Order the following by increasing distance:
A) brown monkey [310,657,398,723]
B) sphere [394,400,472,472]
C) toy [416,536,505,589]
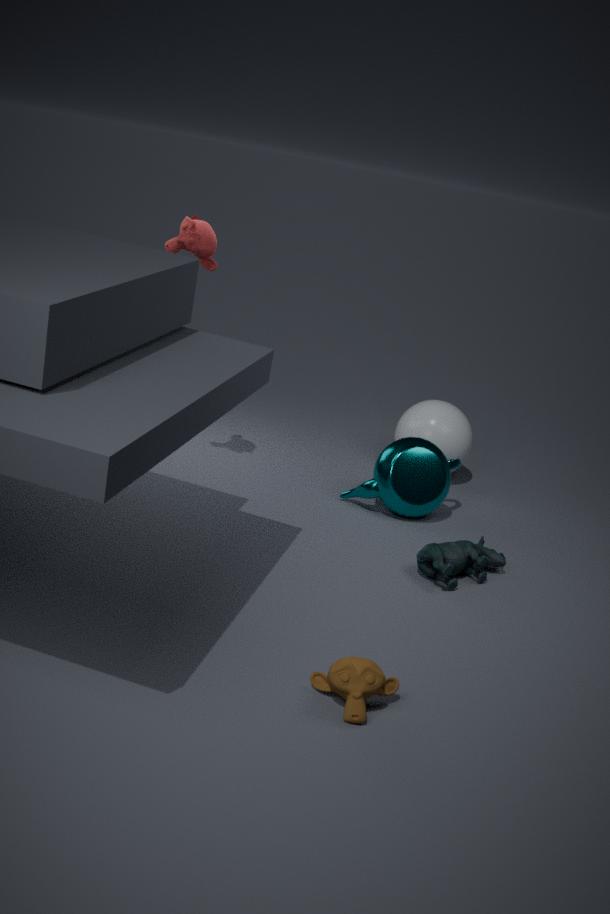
brown monkey [310,657,398,723], toy [416,536,505,589], sphere [394,400,472,472]
